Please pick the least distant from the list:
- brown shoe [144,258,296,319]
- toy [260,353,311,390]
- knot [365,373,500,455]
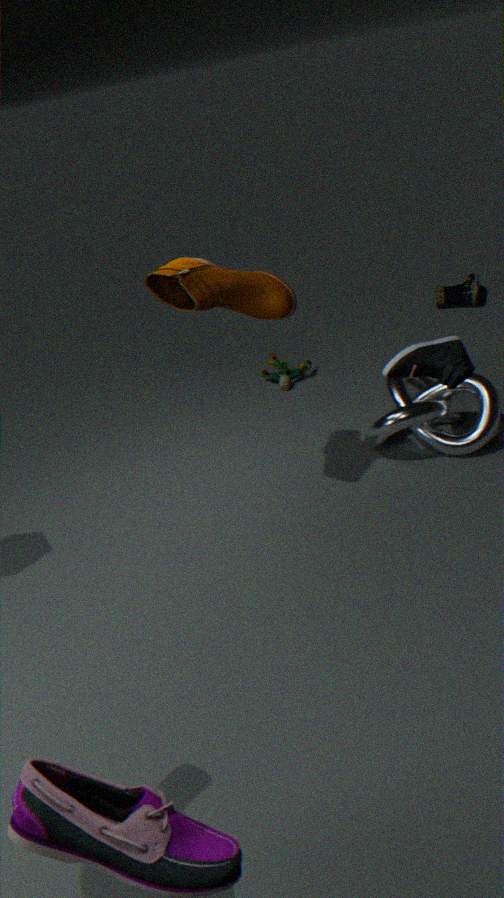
brown shoe [144,258,296,319]
